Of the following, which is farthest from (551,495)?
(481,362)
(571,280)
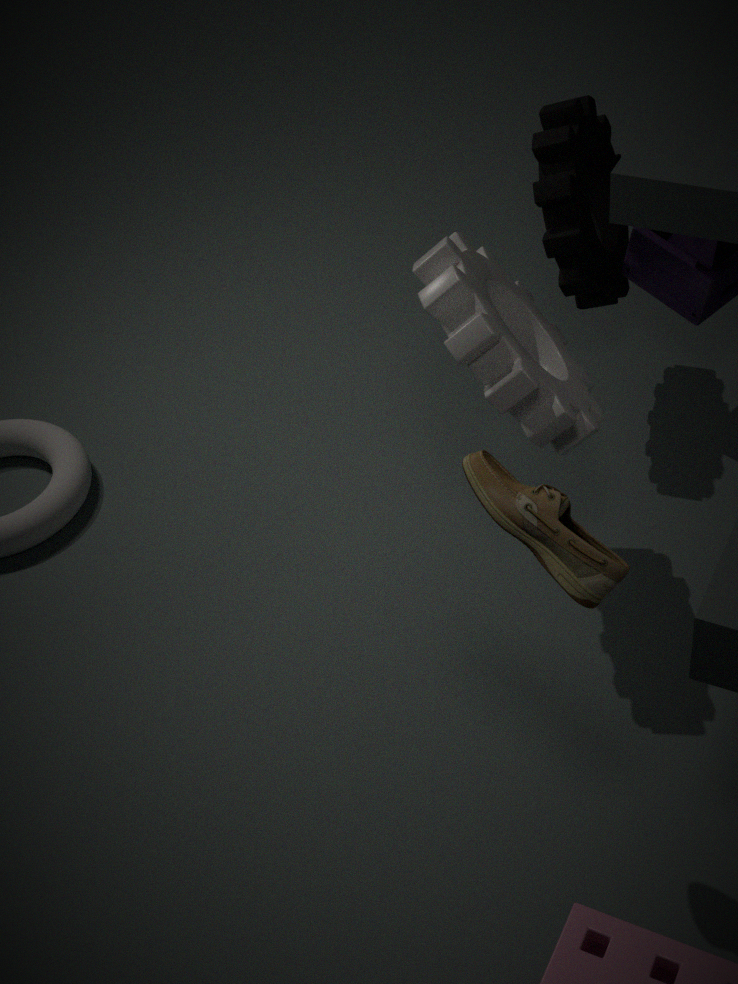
(571,280)
